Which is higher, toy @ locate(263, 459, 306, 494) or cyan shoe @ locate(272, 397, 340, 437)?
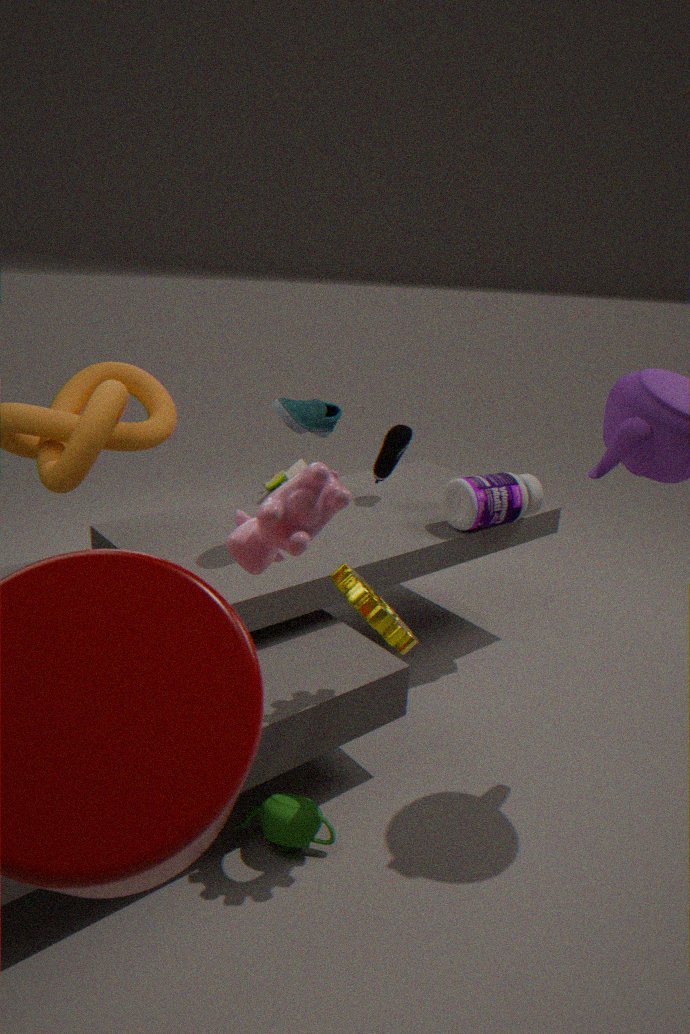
cyan shoe @ locate(272, 397, 340, 437)
